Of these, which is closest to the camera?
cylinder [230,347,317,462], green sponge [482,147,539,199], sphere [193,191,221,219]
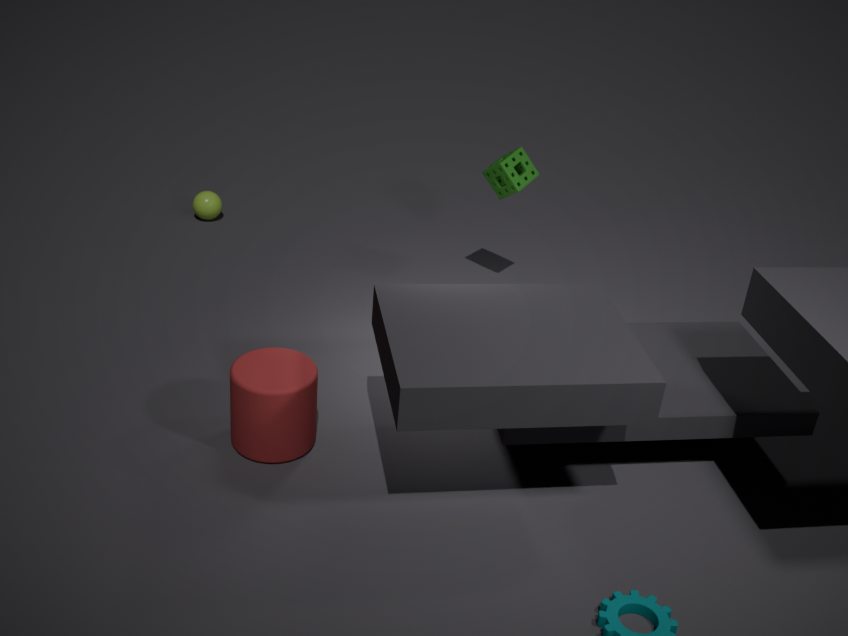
cylinder [230,347,317,462]
